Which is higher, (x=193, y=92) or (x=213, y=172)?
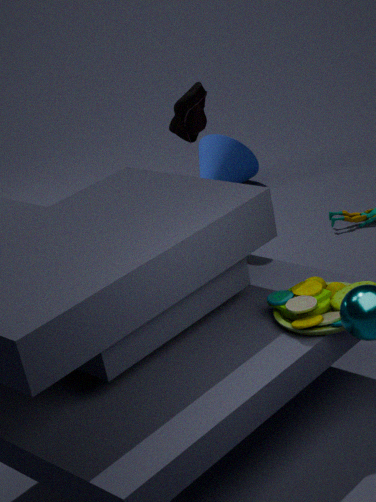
(x=193, y=92)
